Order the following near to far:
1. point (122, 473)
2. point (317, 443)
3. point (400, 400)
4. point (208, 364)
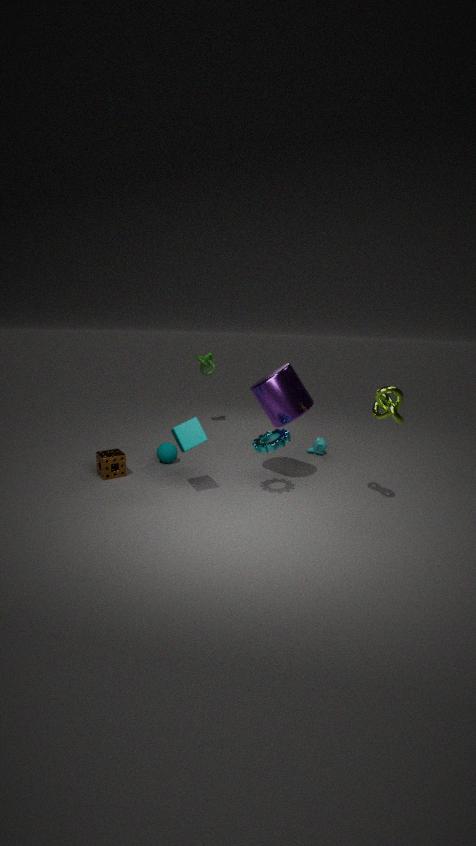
point (400, 400) → point (122, 473) → point (317, 443) → point (208, 364)
